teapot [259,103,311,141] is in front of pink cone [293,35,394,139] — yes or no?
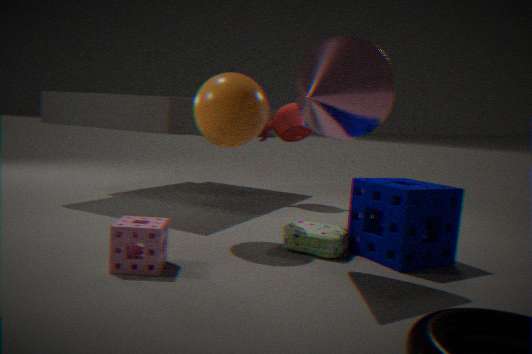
No
